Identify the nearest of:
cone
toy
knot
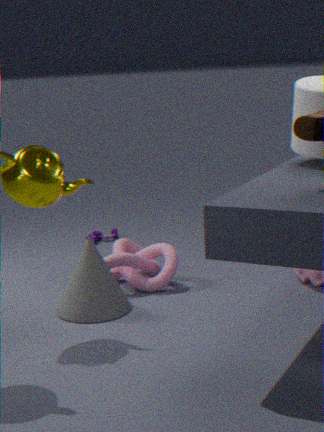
cone
